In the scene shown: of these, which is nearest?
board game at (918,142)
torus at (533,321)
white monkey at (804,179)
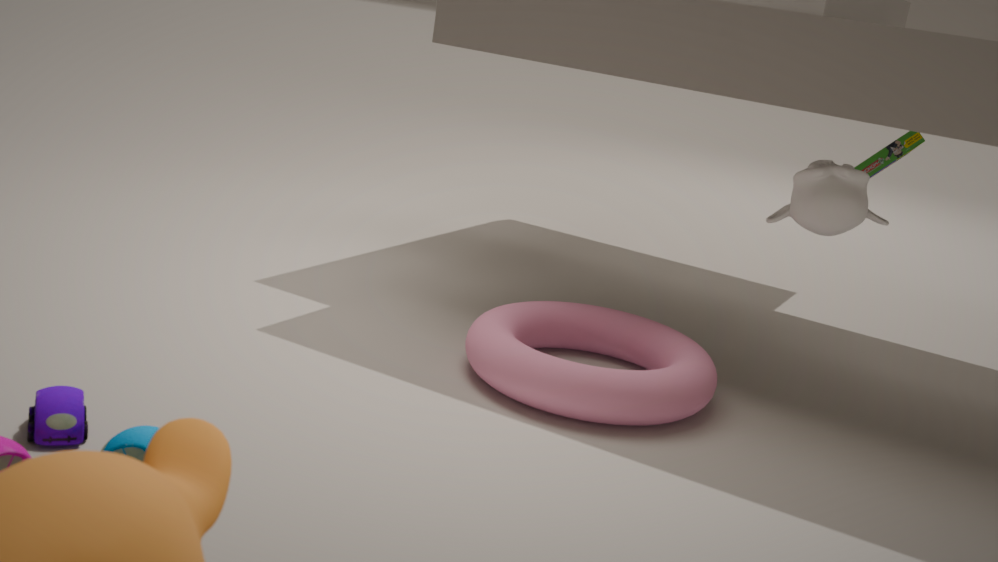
torus at (533,321)
